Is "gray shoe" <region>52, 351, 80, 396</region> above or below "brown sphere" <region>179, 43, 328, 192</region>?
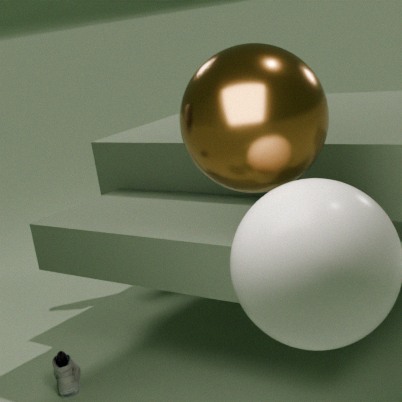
below
